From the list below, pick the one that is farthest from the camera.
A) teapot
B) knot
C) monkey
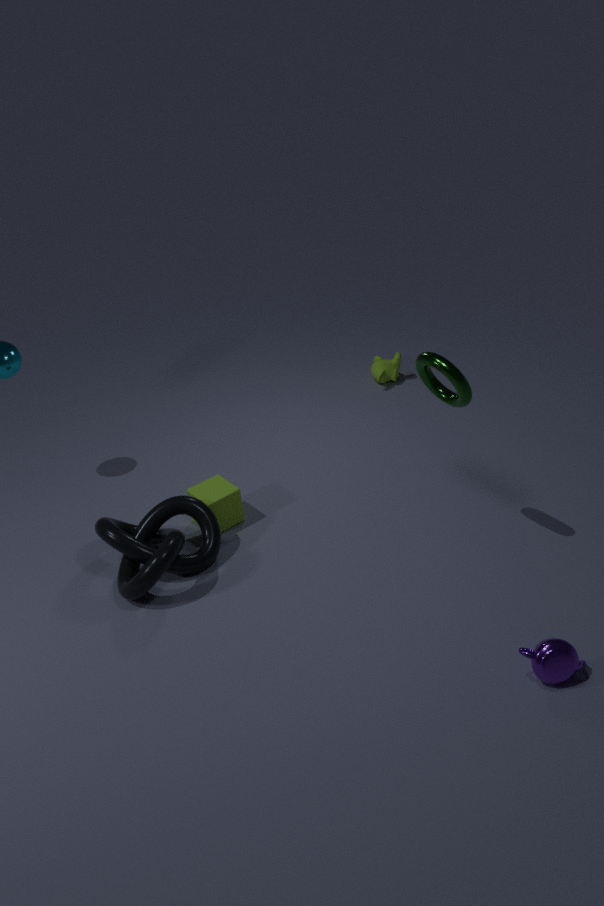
monkey
